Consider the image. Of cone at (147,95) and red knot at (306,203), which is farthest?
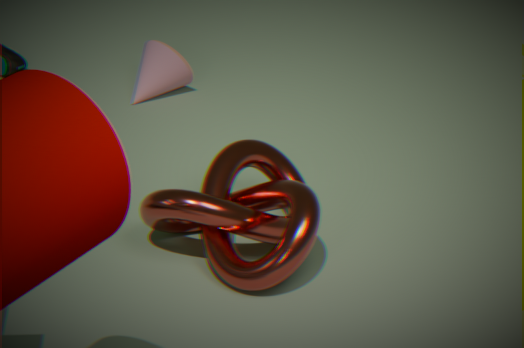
cone at (147,95)
